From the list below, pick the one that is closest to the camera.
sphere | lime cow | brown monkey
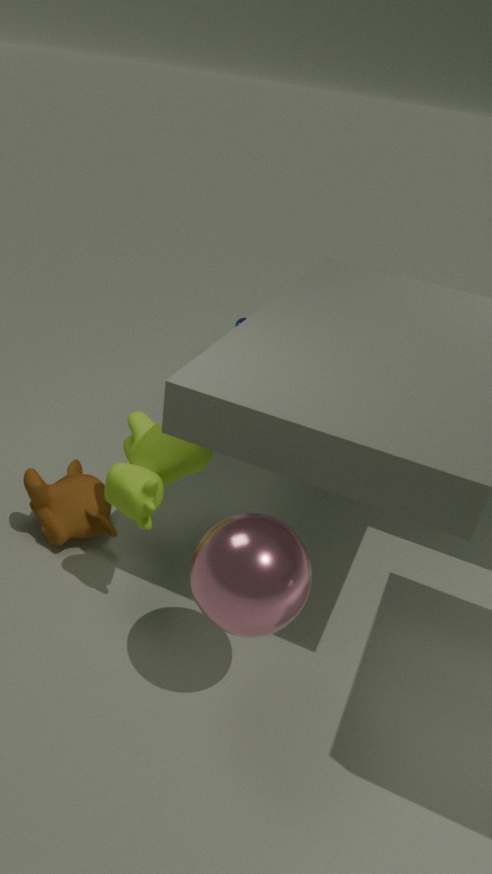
sphere
